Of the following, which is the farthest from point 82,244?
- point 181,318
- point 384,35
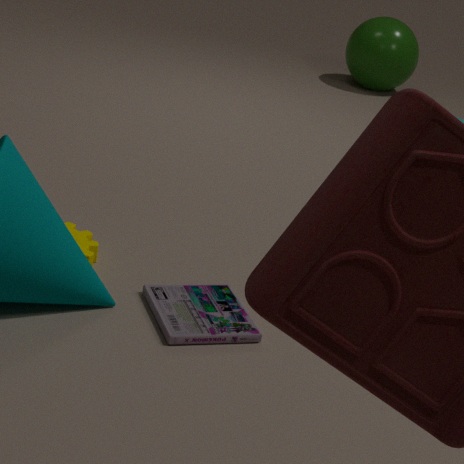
point 384,35
